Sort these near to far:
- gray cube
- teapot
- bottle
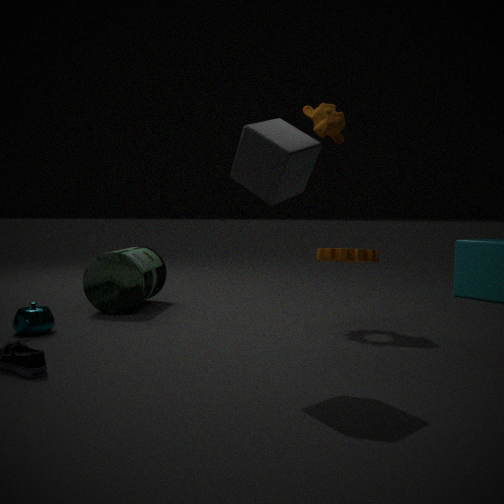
gray cube
teapot
bottle
